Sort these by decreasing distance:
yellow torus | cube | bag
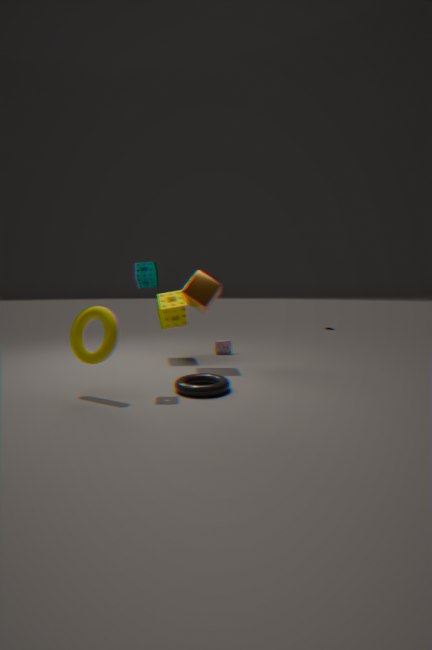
bag
cube
yellow torus
